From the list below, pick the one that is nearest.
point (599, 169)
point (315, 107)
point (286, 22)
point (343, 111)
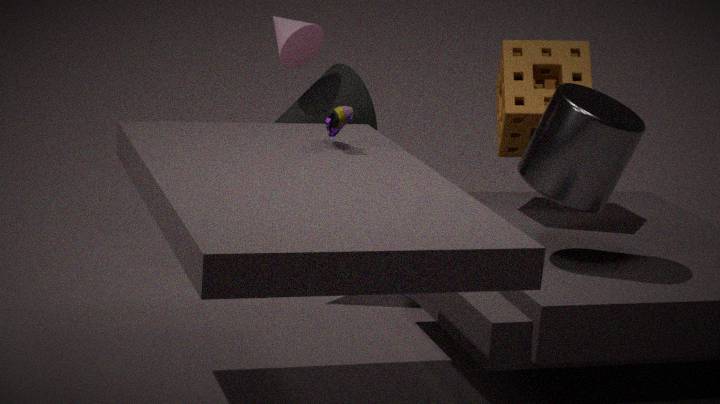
point (343, 111)
